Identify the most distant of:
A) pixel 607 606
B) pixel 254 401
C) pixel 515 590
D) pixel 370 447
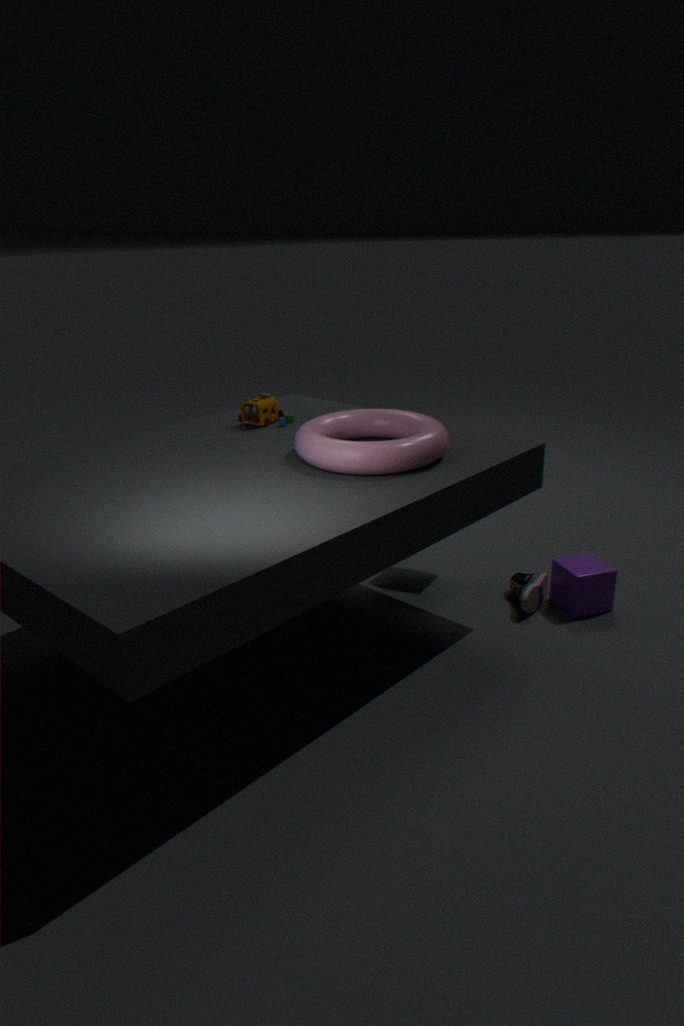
pixel 254 401
